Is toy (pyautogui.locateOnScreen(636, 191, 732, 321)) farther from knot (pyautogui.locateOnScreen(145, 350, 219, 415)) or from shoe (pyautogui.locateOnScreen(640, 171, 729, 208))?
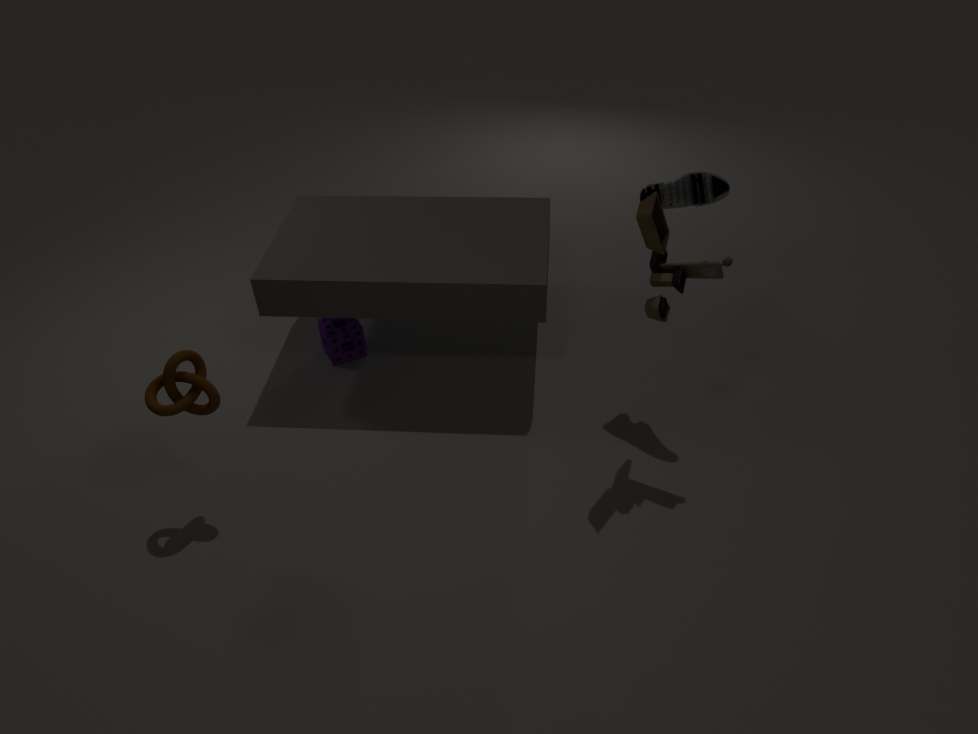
knot (pyautogui.locateOnScreen(145, 350, 219, 415))
